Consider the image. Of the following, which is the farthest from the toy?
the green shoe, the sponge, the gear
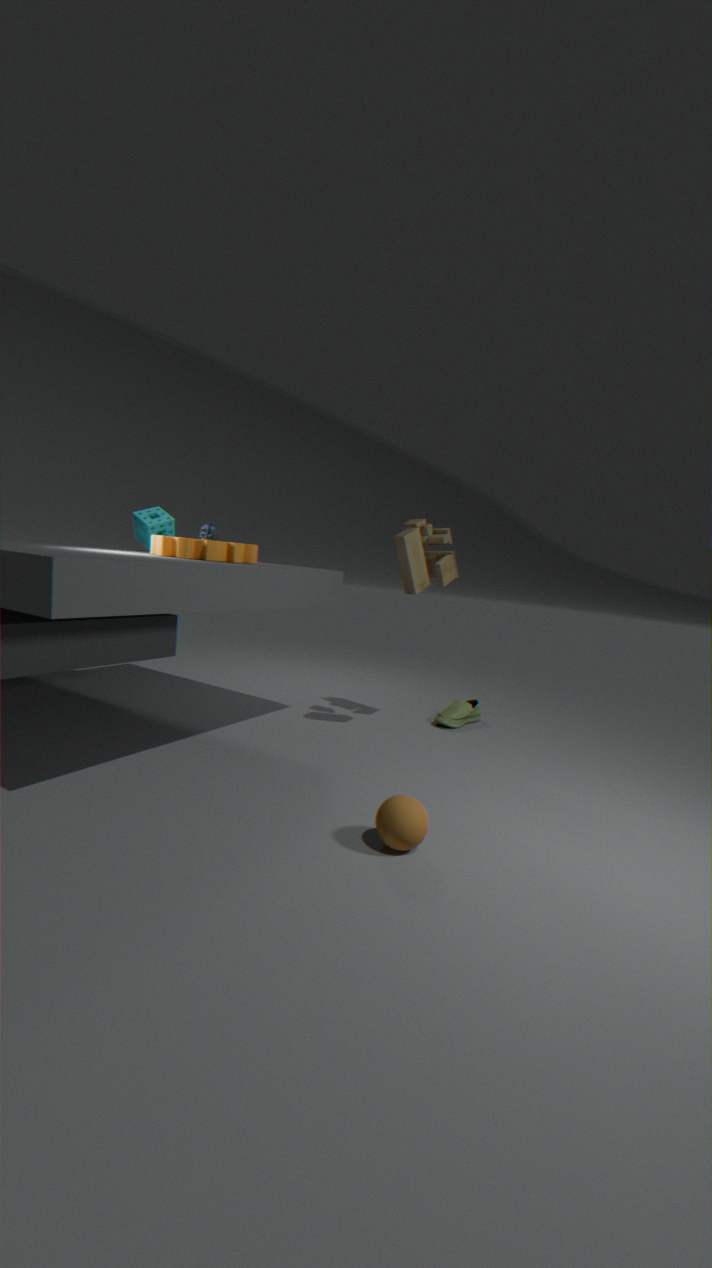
the sponge
